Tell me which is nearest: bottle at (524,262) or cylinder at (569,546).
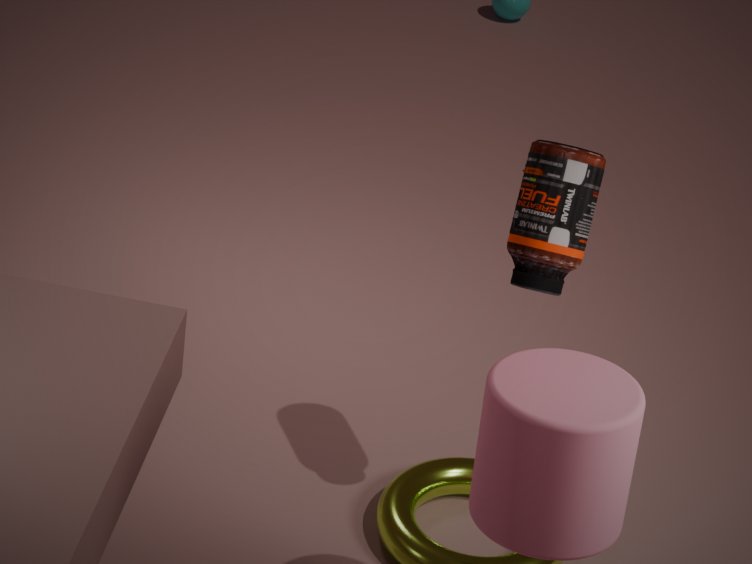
cylinder at (569,546)
